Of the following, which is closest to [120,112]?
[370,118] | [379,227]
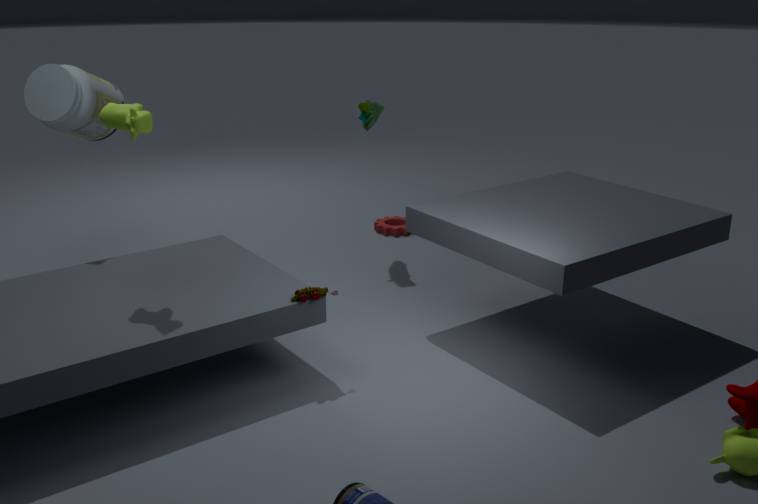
[370,118]
